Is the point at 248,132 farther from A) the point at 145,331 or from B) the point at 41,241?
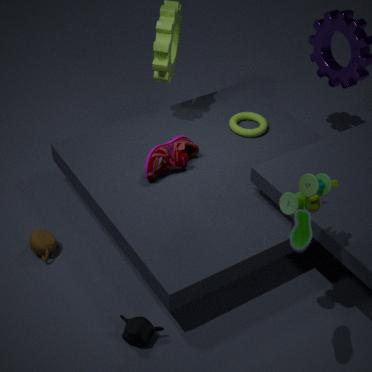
A) the point at 145,331
